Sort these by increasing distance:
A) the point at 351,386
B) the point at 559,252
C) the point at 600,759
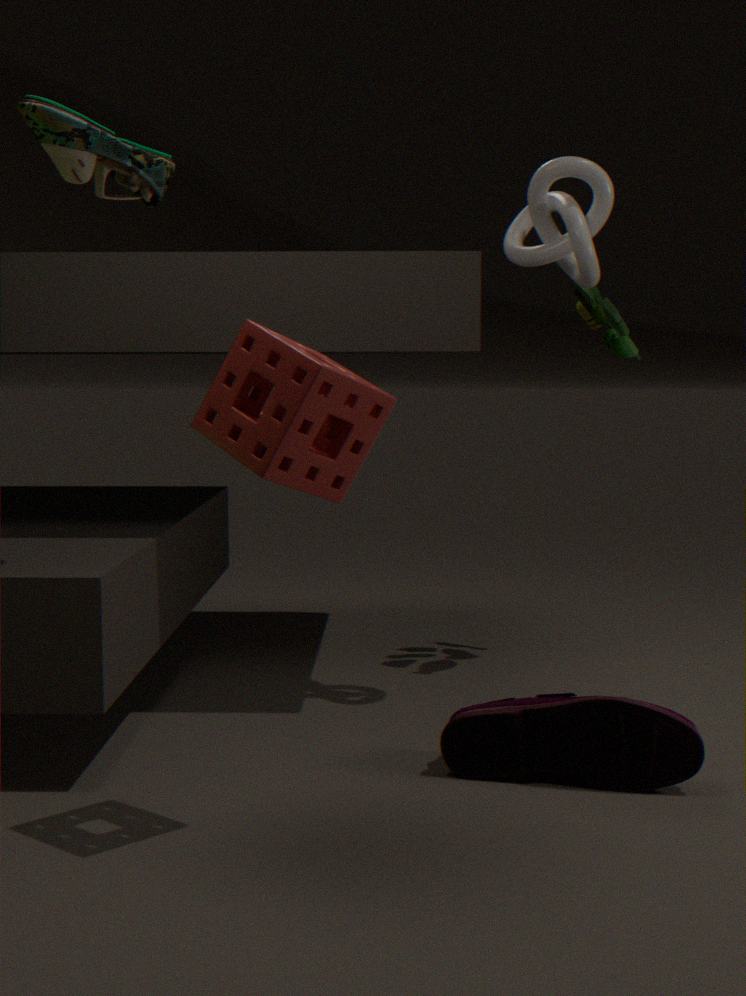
the point at 351,386
the point at 600,759
the point at 559,252
